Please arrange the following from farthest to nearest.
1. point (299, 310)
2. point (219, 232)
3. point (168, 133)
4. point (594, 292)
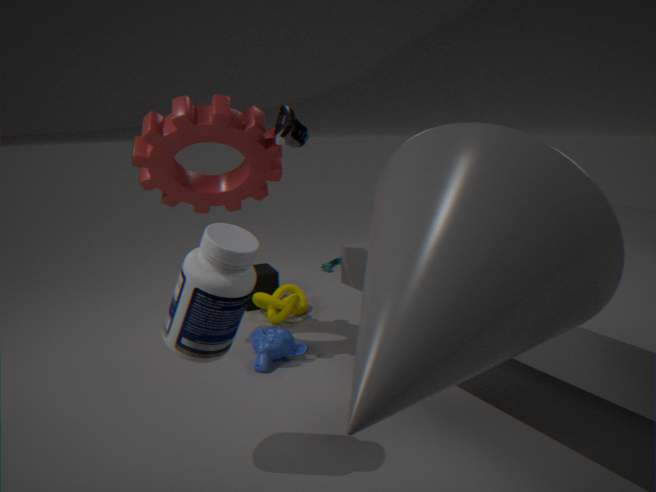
point (299, 310)
point (168, 133)
point (219, 232)
point (594, 292)
